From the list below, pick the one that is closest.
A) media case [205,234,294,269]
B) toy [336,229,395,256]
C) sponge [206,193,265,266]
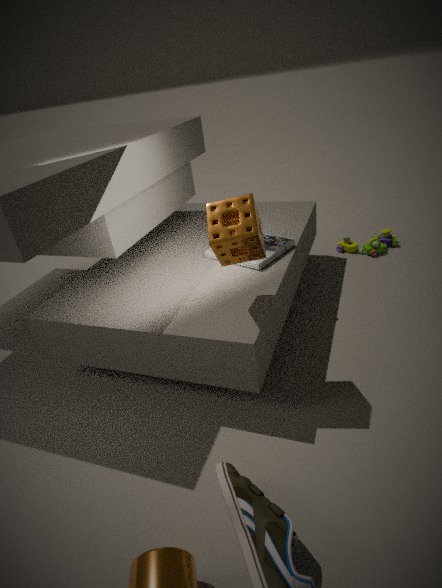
sponge [206,193,265,266]
